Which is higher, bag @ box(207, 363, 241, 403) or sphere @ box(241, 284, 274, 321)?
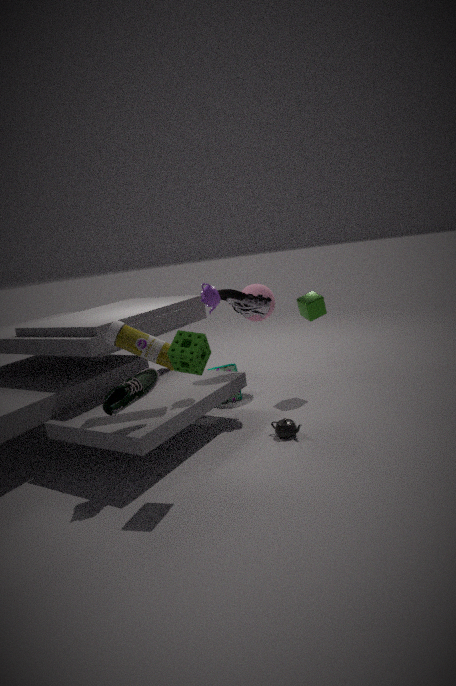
sphere @ box(241, 284, 274, 321)
